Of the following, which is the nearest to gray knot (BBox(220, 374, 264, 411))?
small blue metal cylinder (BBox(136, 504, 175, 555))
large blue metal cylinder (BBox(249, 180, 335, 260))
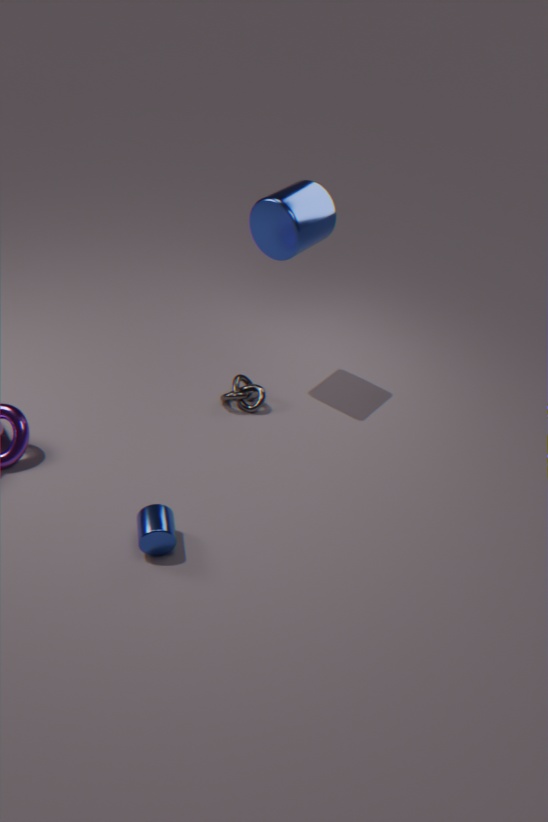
large blue metal cylinder (BBox(249, 180, 335, 260))
